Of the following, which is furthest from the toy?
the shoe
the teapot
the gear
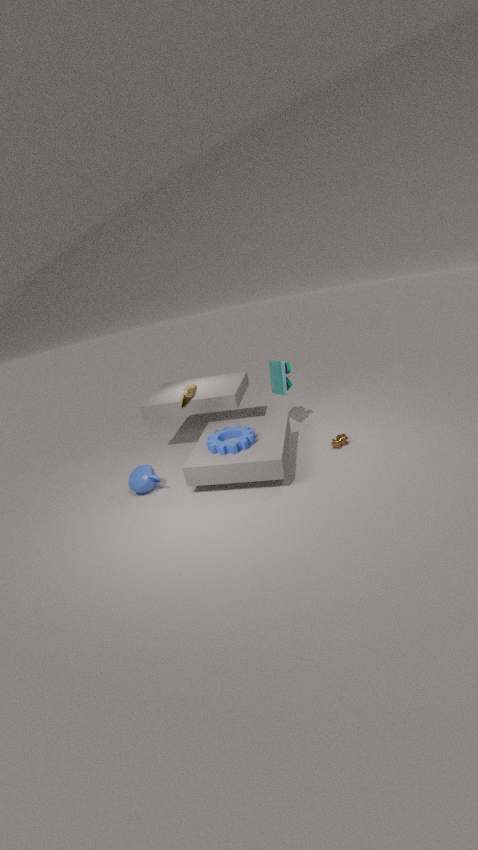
the teapot
